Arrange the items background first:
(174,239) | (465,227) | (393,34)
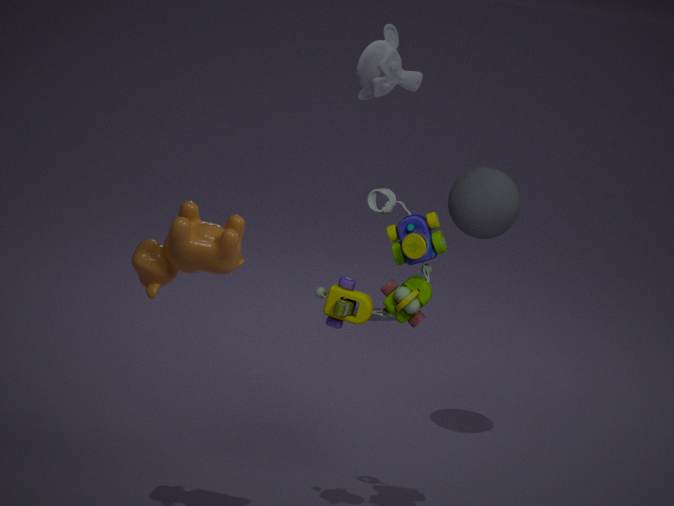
(393,34)
(465,227)
(174,239)
